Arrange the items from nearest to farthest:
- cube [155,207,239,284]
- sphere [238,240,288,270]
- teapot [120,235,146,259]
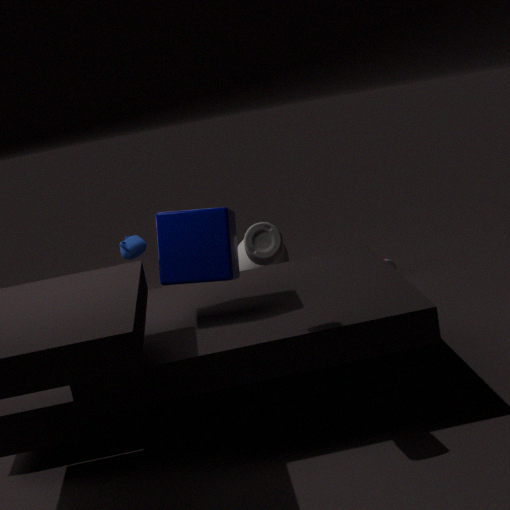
cube [155,207,239,284], teapot [120,235,146,259], sphere [238,240,288,270]
